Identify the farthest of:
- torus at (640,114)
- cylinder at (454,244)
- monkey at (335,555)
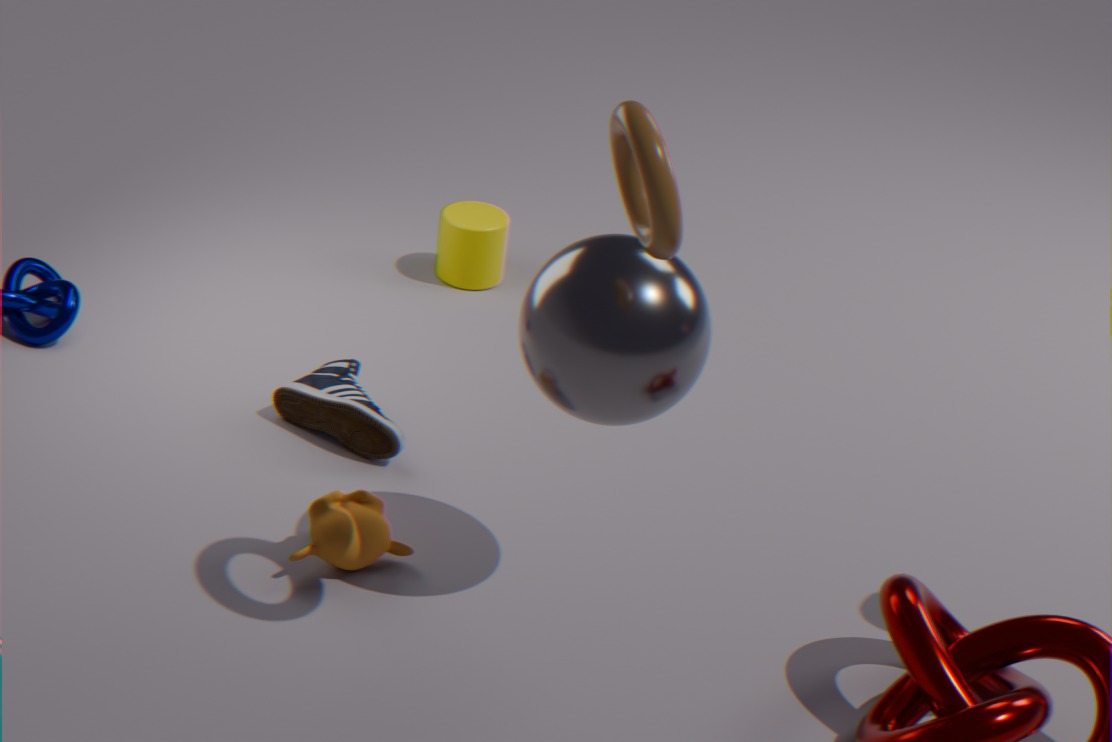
cylinder at (454,244)
